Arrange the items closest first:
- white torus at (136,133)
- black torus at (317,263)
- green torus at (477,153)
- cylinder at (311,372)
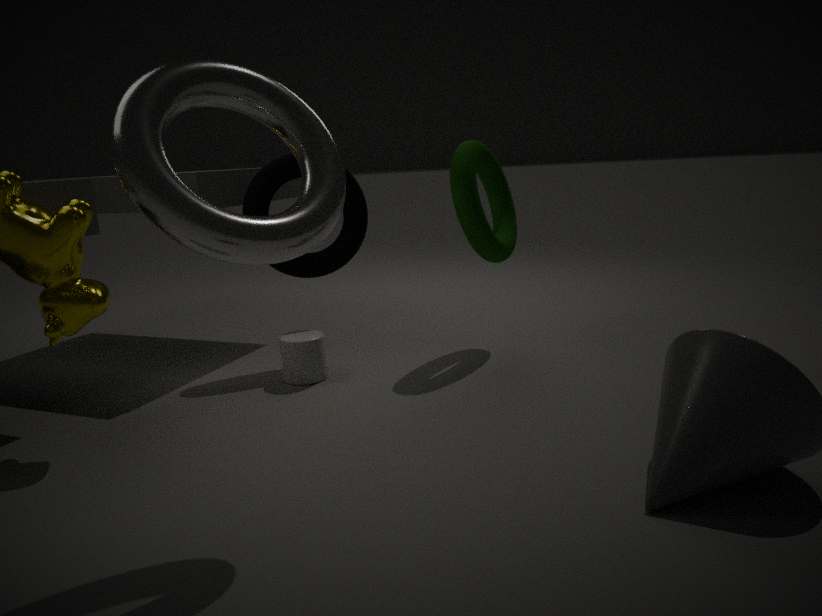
white torus at (136,133) → cylinder at (311,372) → green torus at (477,153) → black torus at (317,263)
